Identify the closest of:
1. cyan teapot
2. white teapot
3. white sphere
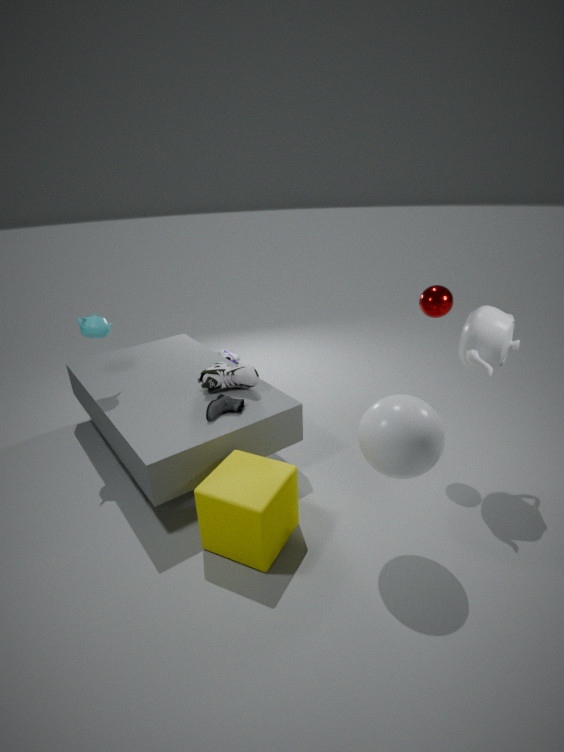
white sphere
